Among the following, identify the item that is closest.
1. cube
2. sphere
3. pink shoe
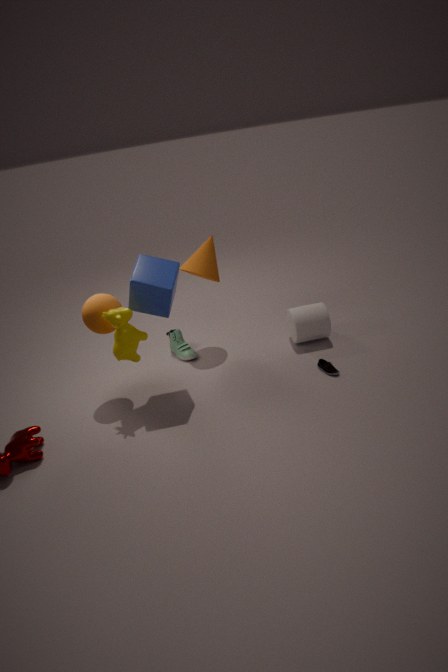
cube
